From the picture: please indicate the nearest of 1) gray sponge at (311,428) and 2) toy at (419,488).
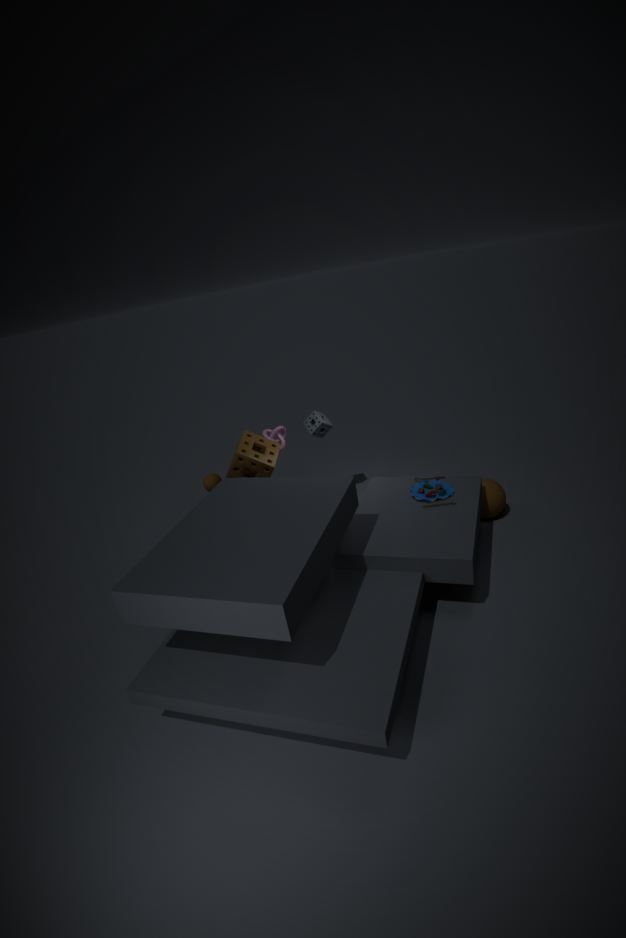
2. toy at (419,488)
